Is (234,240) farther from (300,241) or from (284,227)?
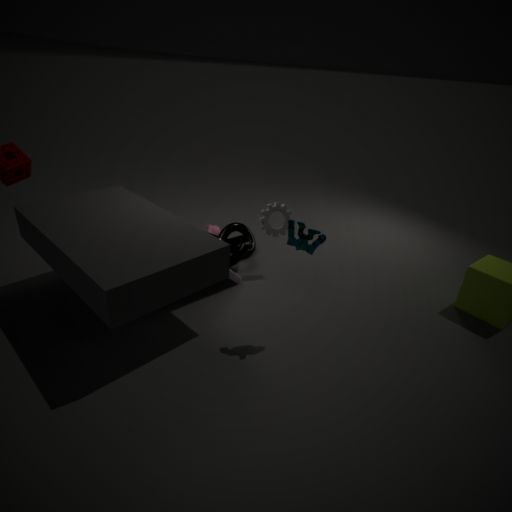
(300,241)
